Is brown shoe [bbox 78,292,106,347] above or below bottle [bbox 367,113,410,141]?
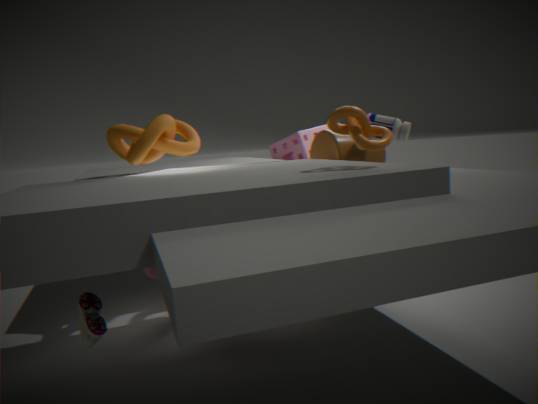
below
